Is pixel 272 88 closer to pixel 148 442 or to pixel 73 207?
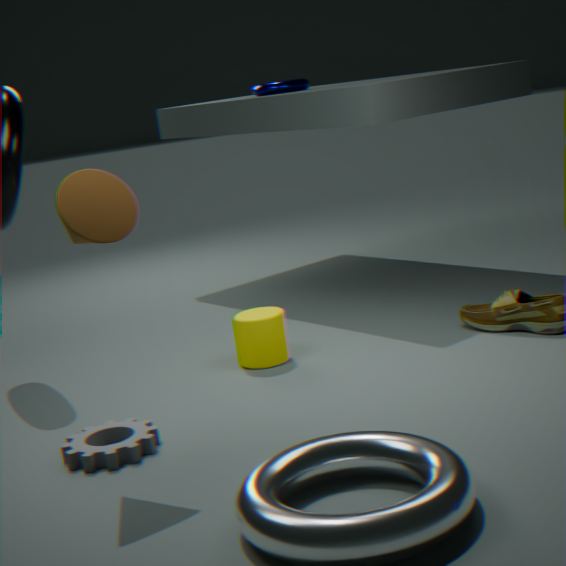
pixel 73 207
